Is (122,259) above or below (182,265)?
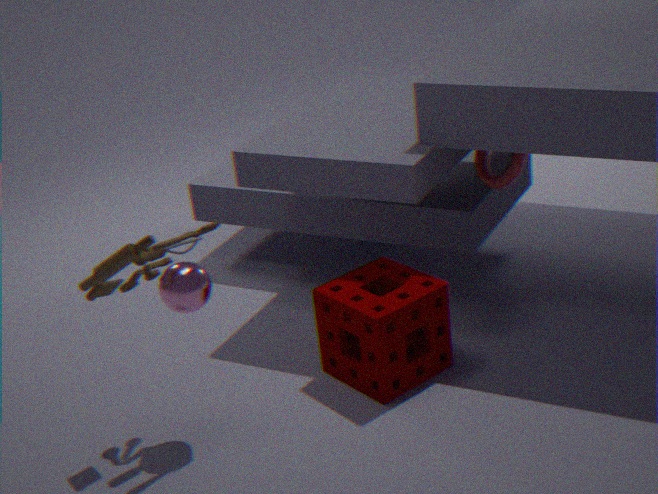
above
